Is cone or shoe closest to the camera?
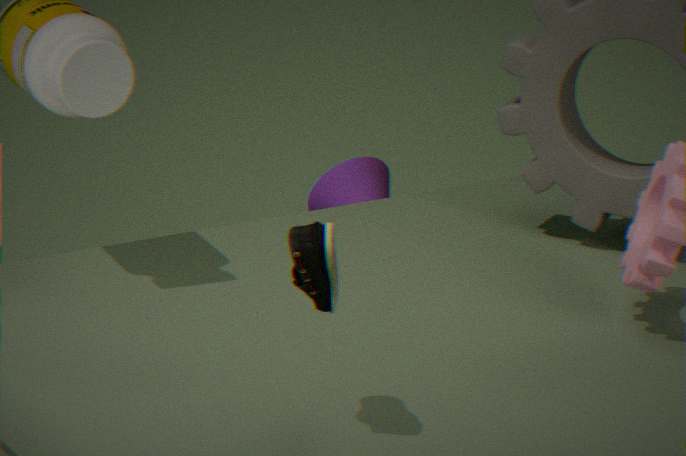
shoe
